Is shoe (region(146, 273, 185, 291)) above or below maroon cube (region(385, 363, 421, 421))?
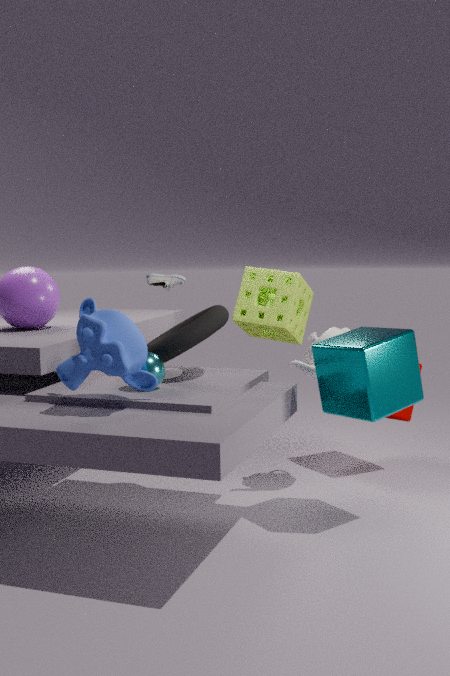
above
